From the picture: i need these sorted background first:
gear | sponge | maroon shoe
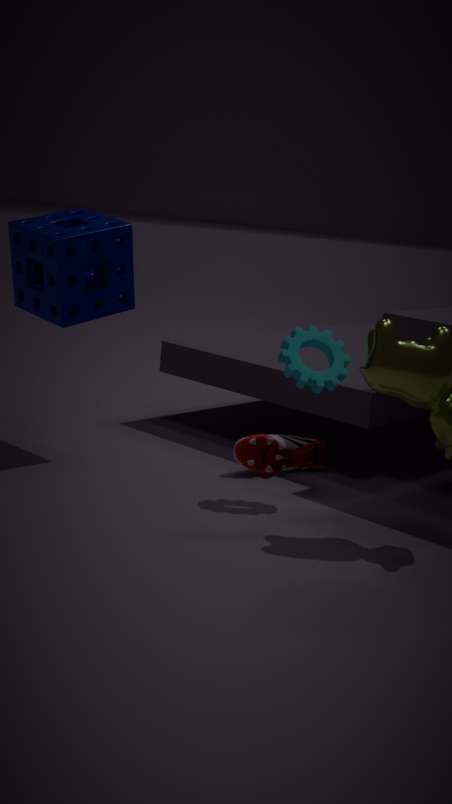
1. maroon shoe
2. sponge
3. gear
